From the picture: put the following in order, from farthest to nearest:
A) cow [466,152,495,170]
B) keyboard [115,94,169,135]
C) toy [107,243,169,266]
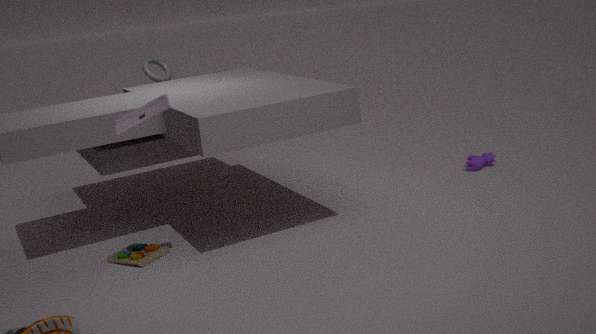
cow [466,152,495,170] → toy [107,243,169,266] → keyboard [115,94,169,135]
